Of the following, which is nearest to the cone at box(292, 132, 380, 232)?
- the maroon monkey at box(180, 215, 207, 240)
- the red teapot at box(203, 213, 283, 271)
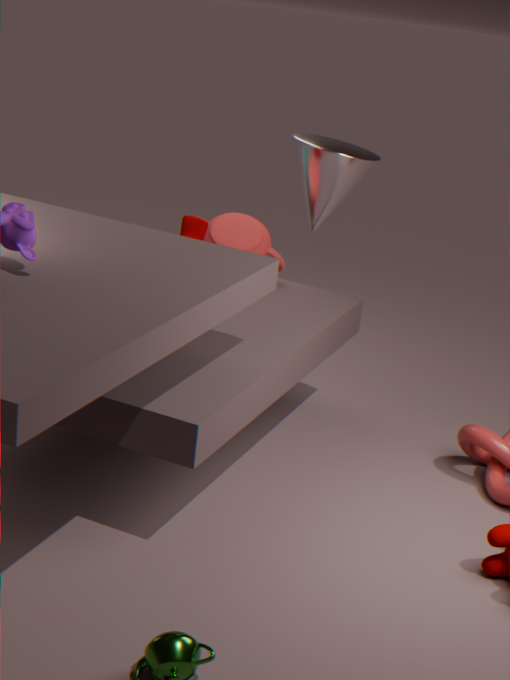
the red teapot at box(203, 213, 283, 271)
